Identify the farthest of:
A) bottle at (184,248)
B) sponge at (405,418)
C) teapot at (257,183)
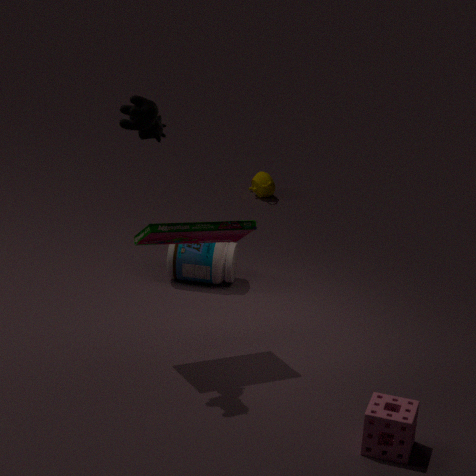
teapot at (257,183)
